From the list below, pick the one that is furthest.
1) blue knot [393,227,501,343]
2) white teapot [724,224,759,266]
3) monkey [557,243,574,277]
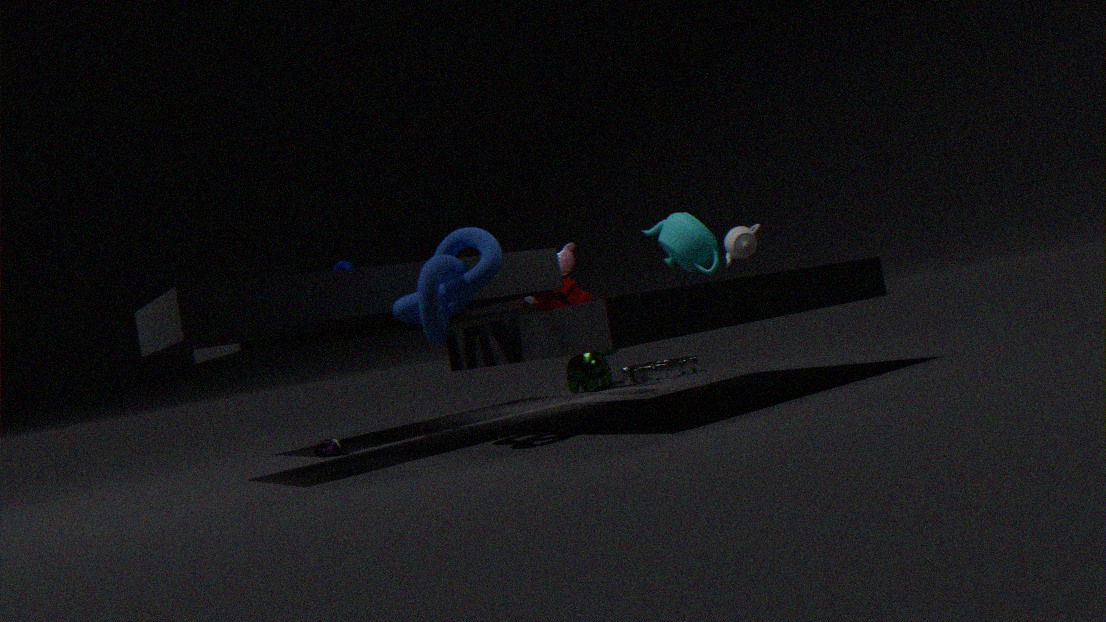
3. monkey [557,243,574,277]
